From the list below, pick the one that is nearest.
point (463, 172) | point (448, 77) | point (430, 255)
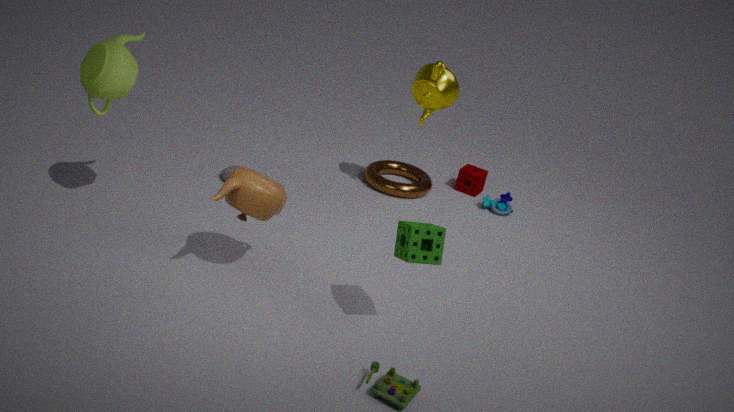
point (430, 255)
